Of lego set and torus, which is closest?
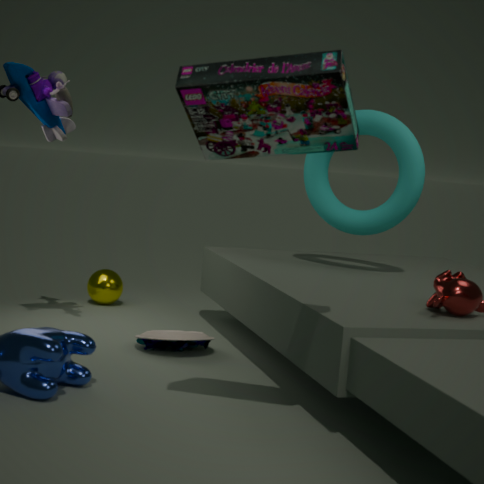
lego set
